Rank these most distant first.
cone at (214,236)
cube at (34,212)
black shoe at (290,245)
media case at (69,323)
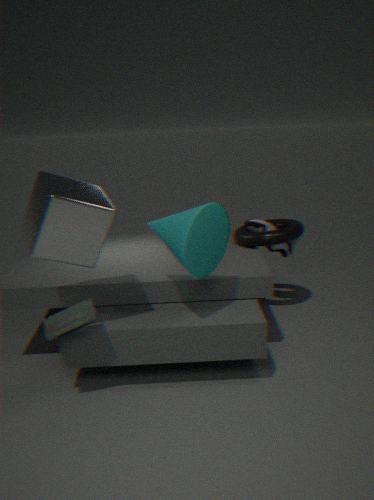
black shoe at (290,245)
cone at (214,236)
media case at (69,323)
cube at (34,212)
